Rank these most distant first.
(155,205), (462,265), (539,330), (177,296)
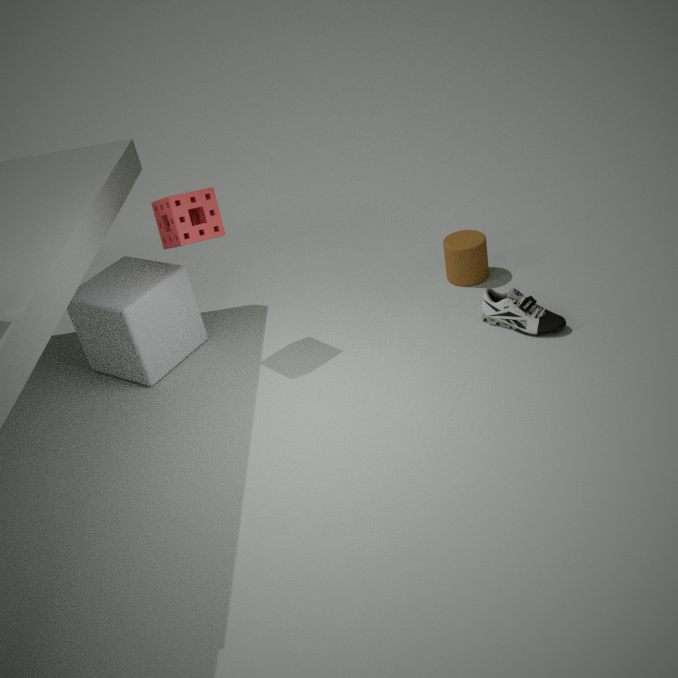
(462,265) → (177,296) → (539,330) → (155,205)
